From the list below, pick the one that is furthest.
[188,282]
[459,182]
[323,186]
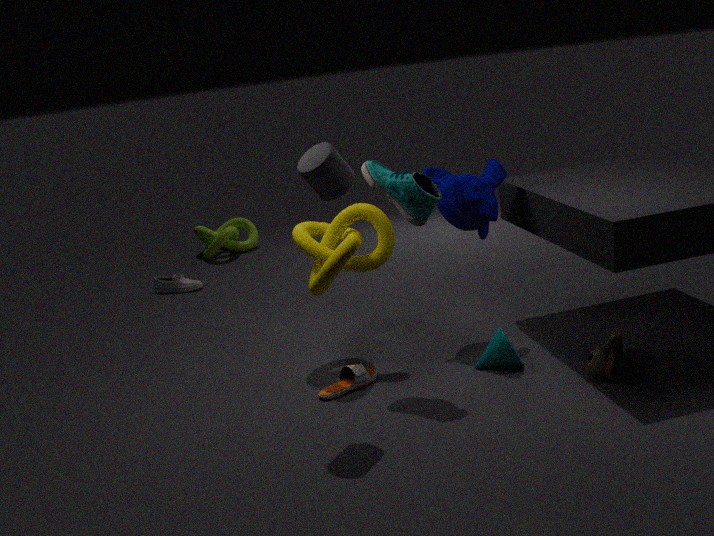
[188,282]
